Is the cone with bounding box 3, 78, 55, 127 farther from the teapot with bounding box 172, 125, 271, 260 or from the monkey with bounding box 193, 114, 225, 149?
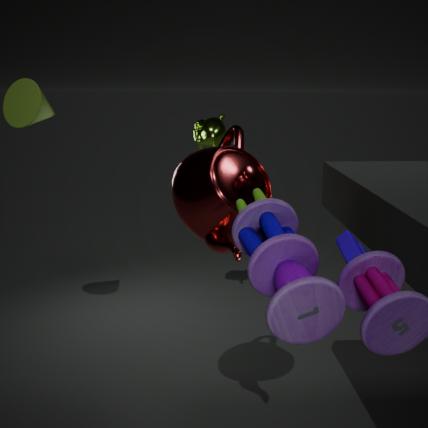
the teapot with bounding box 172, 125, 271, 260
